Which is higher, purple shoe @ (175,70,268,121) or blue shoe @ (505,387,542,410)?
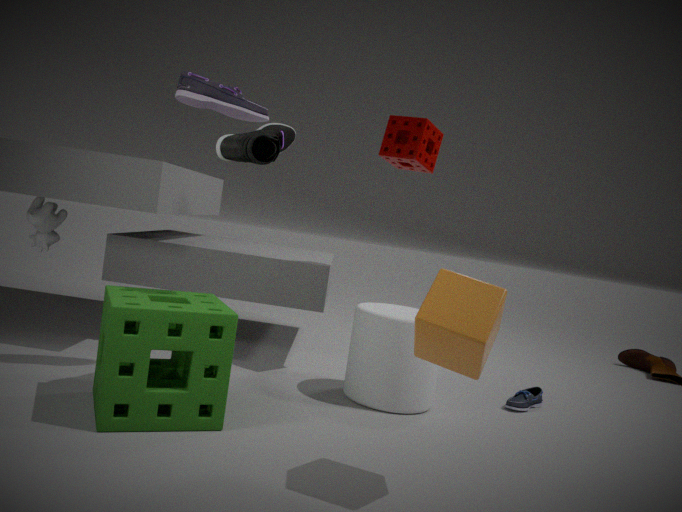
purple shoe @ (175,70,268,121)
